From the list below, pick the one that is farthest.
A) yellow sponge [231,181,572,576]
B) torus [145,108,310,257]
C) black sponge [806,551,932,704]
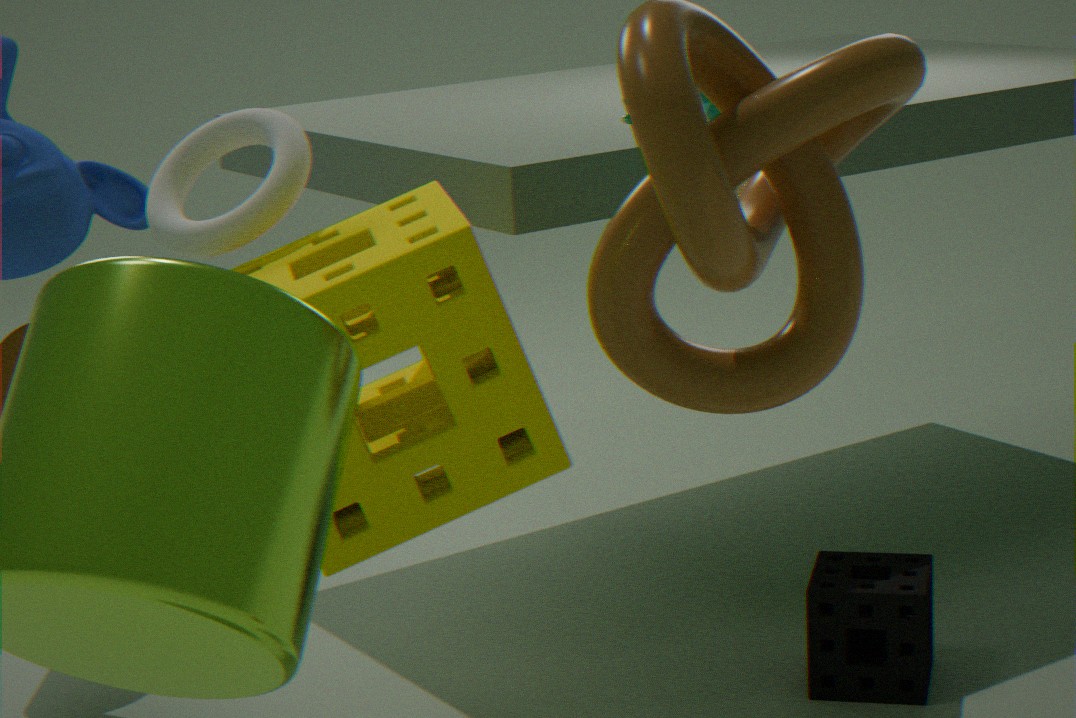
black sponge [806,551,932,704]
